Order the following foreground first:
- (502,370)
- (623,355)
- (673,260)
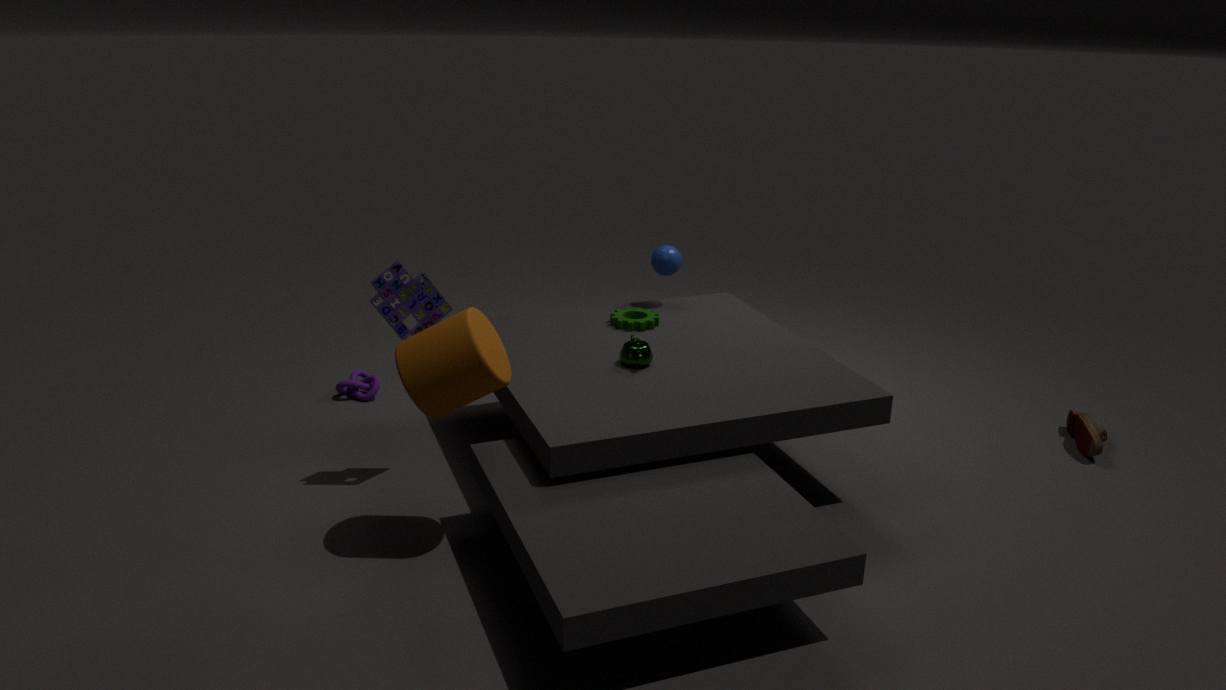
(502,370) < (623,355) < (673,260)
